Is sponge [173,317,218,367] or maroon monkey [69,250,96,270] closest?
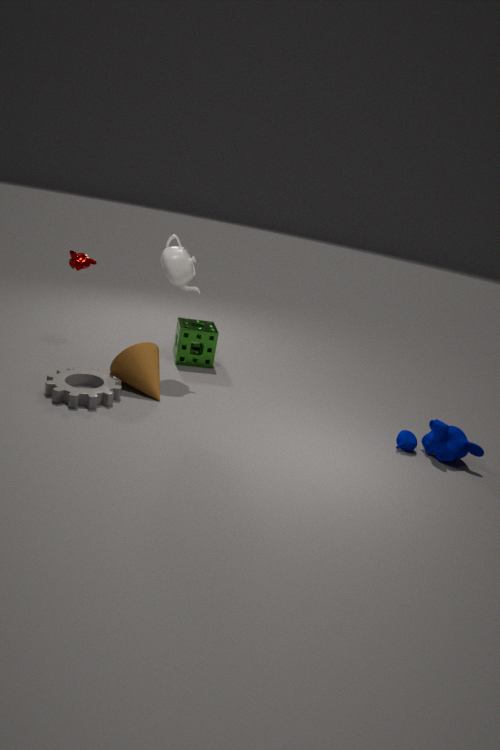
maroon monkey [69,250,96,270]
